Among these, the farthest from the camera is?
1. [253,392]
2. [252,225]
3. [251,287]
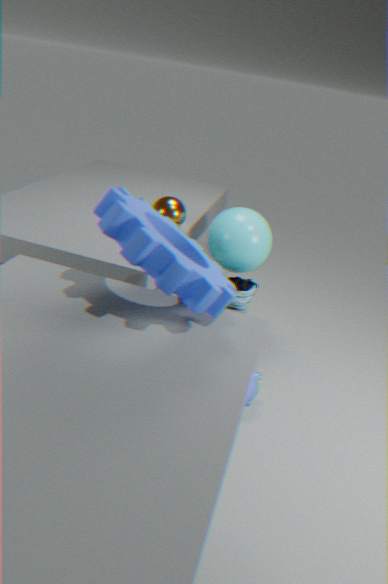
[252,225]
